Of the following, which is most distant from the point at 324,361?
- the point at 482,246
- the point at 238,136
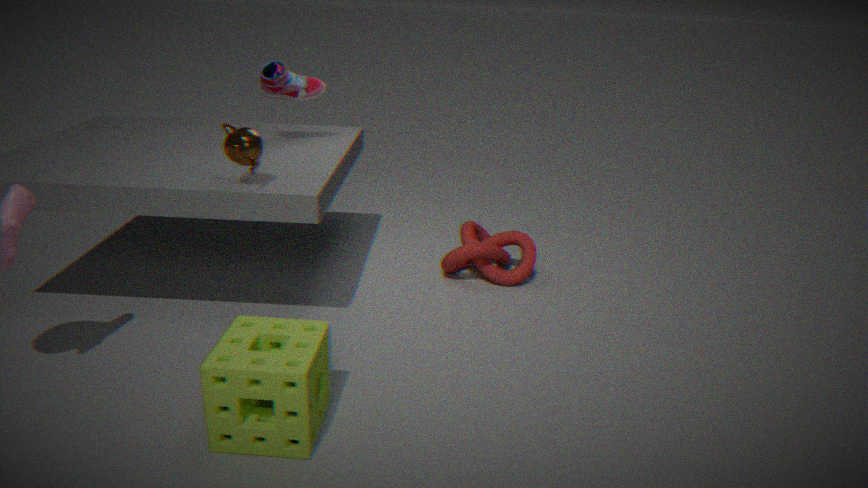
the point at 482,246
